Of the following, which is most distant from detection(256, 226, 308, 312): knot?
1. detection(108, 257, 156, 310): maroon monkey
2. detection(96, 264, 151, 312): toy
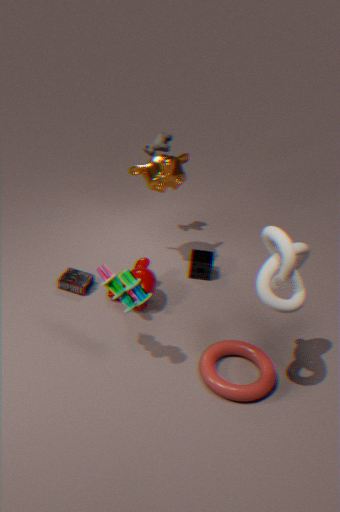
detection(108, 257, 156, 310): maroon monkey
